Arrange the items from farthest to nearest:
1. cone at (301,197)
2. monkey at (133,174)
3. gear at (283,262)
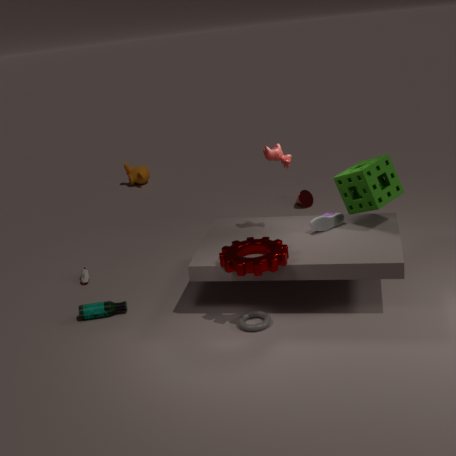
monkey at (133,174)
cone at (301,197)
gear at (283,262)
